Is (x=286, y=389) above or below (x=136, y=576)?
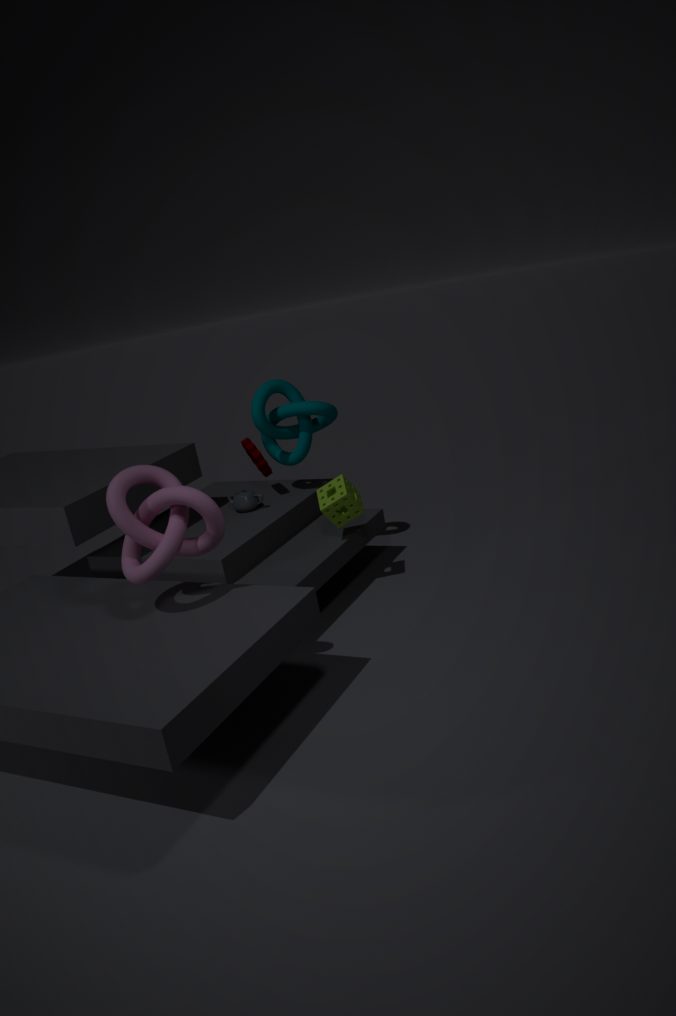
above
